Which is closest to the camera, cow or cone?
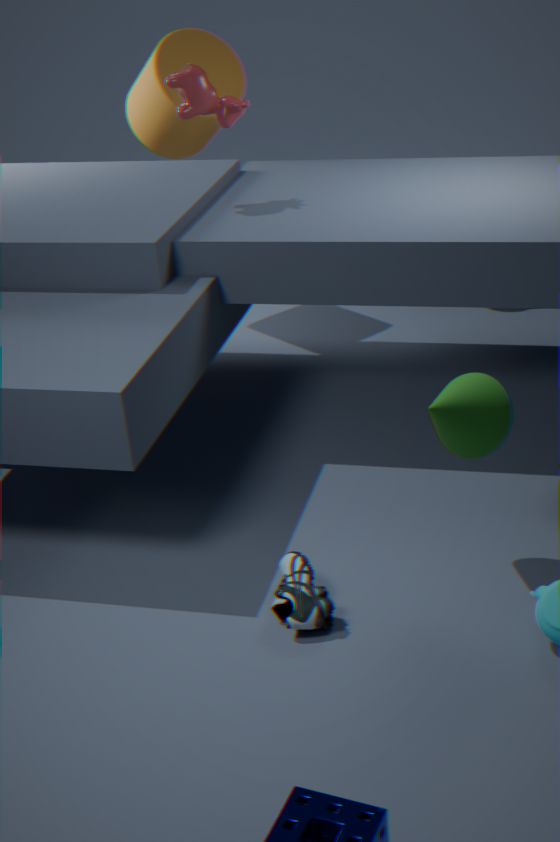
cone
